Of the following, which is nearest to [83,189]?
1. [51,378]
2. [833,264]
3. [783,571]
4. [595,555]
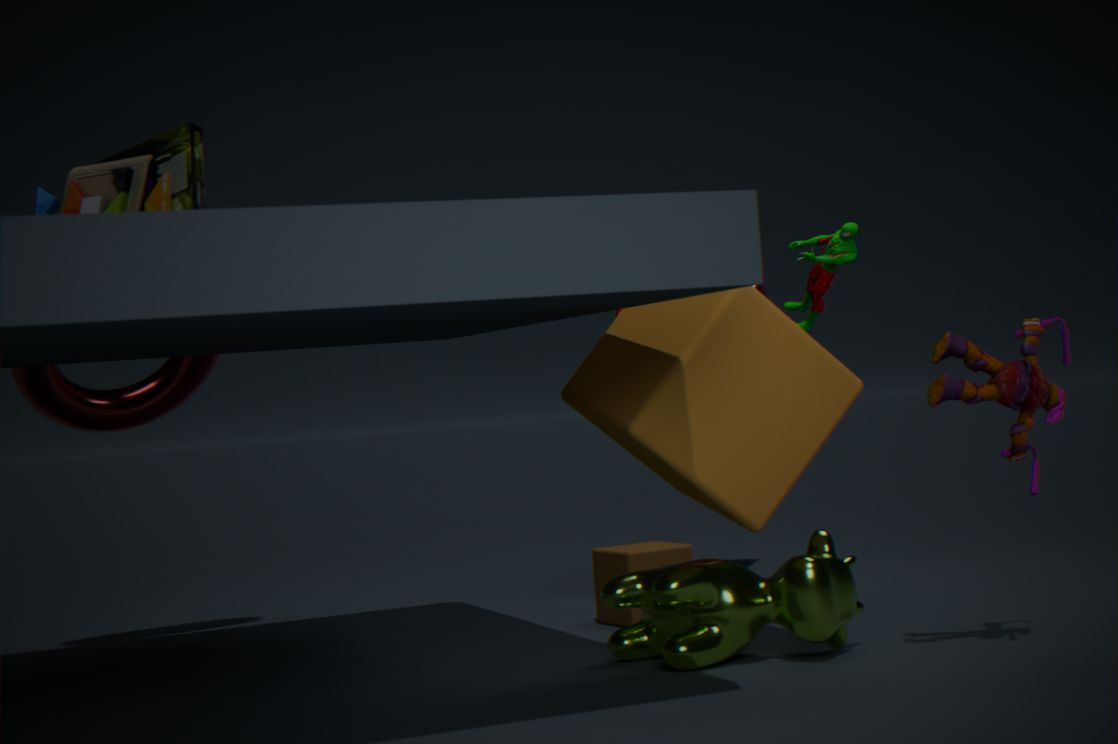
[51,378]
